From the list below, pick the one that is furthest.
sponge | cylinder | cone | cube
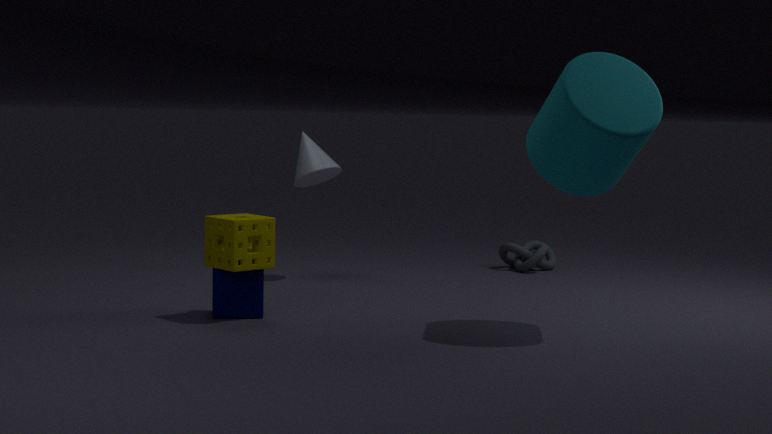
cone
